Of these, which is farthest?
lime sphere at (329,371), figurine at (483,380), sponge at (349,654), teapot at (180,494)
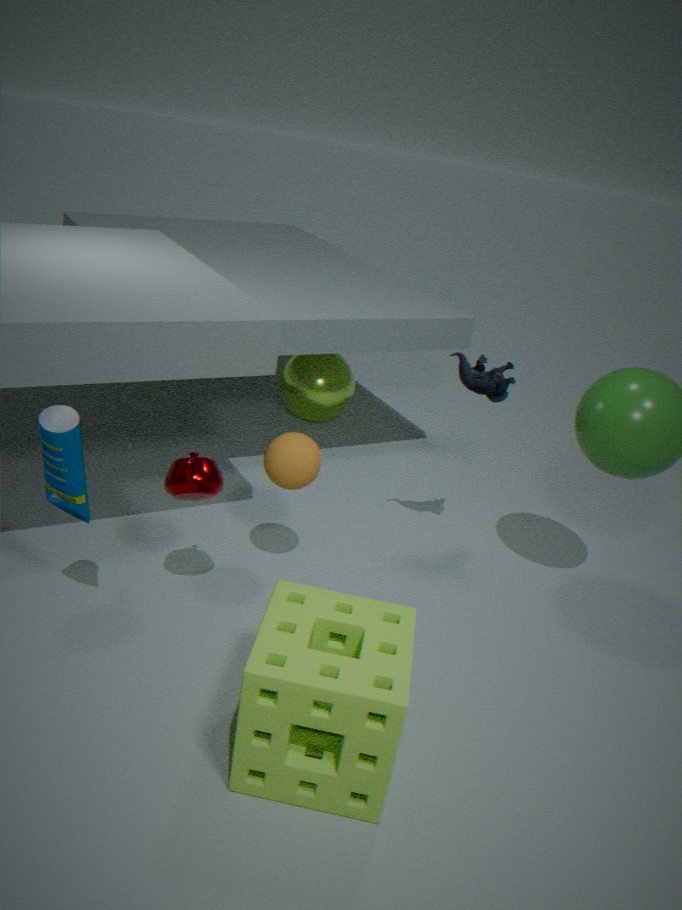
lime sphere at (329,371)
